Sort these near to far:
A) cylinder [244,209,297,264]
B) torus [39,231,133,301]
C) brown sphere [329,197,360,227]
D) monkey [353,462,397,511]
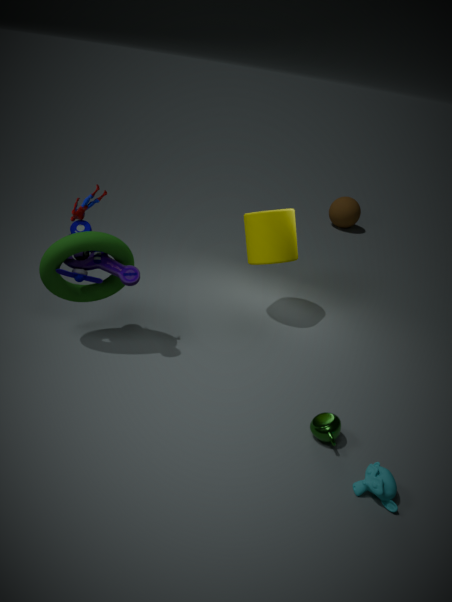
monkey [353,462,397,511] < torus [39,231,133,301] < cylinder [244,209,297,264] < brown sphere [329,197,360,227]
